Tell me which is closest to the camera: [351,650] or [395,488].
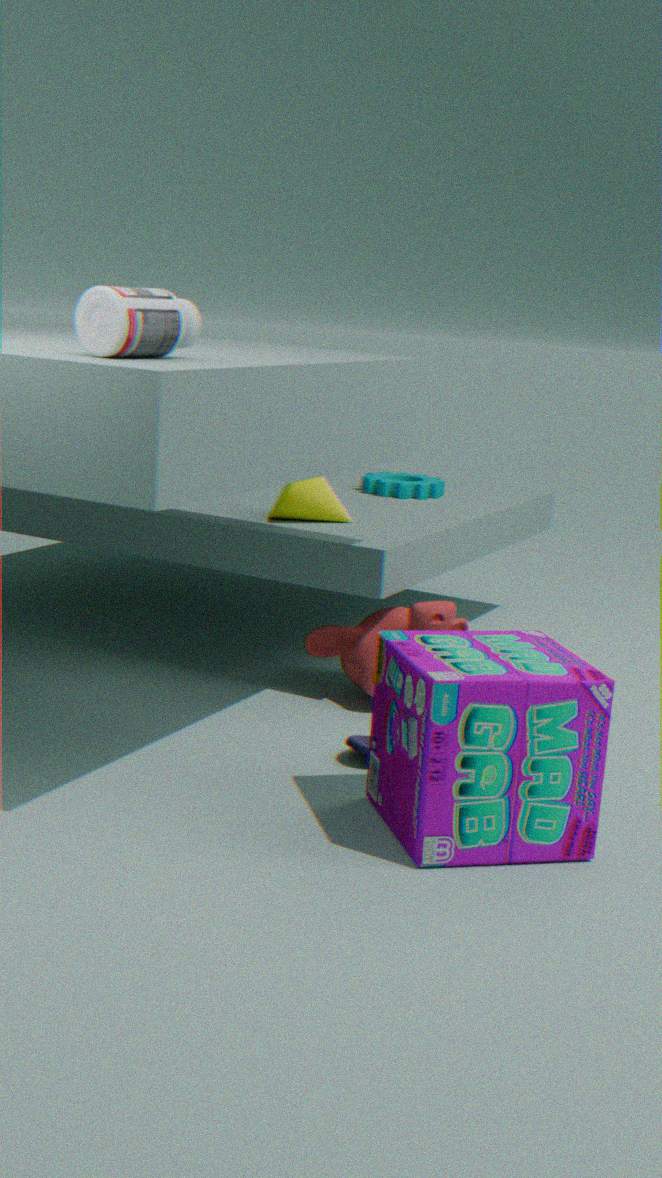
[351,650]
